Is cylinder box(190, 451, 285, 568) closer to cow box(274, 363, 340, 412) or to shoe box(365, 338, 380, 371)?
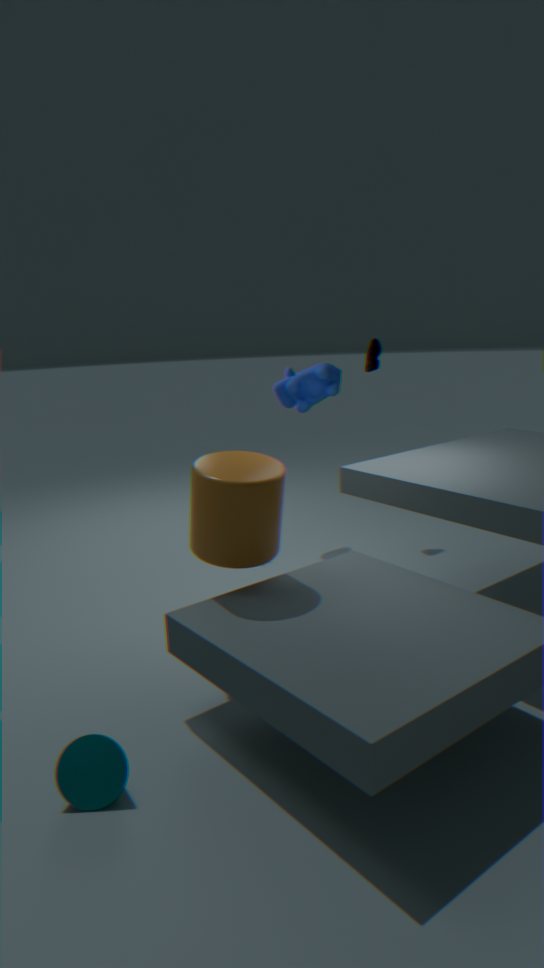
cow box(274, 363, 340, 412)
